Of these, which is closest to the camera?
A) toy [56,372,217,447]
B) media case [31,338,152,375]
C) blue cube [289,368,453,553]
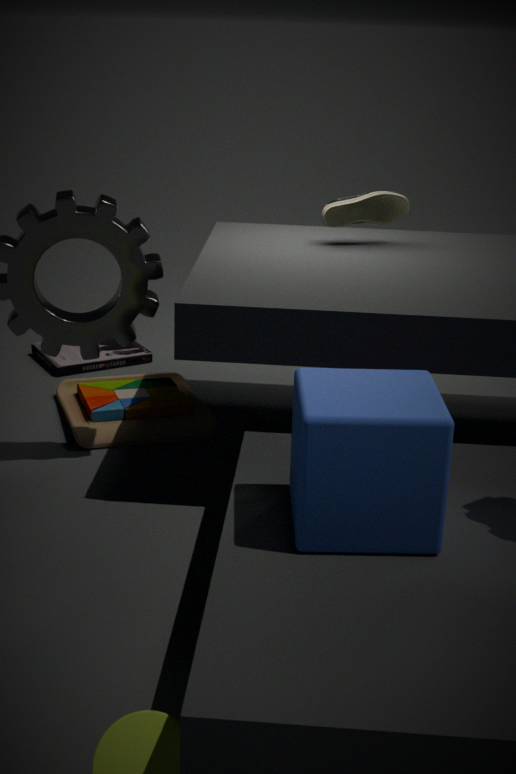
blue cube [289,368,453,553]
